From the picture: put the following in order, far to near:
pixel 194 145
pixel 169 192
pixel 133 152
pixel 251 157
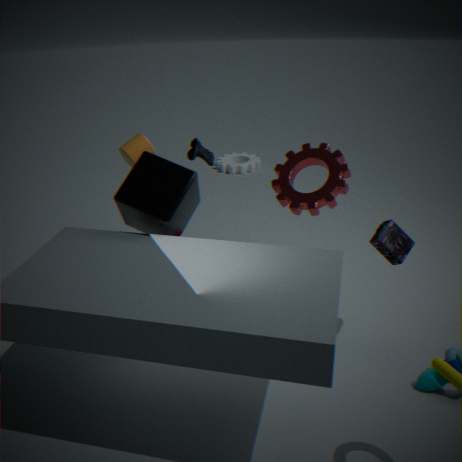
pixel 251 157
pixel 194 145
pixel 133 152
pixel 169 192
